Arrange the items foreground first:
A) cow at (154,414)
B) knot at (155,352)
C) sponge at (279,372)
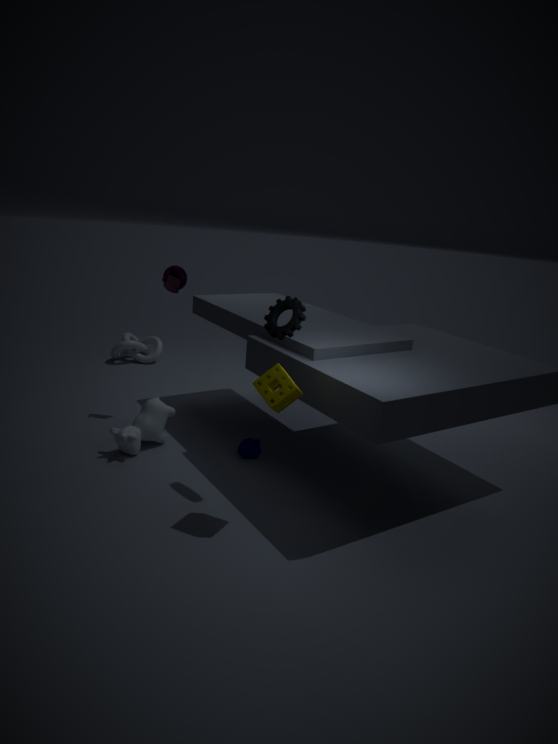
sponge at (279,372)
cow at (154,414)
knot at (155,352)
